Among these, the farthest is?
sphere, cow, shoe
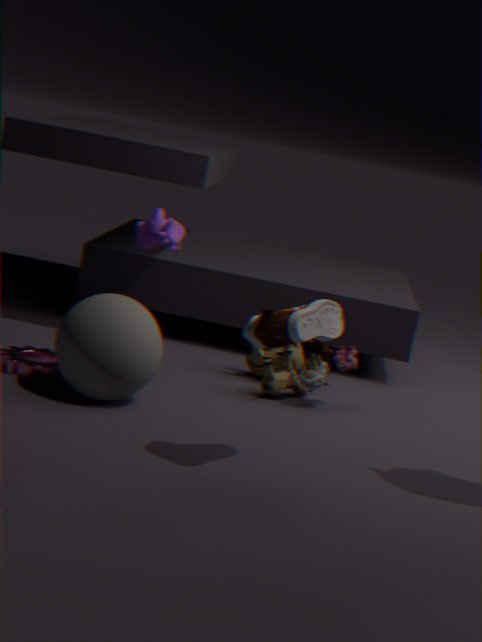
cow
